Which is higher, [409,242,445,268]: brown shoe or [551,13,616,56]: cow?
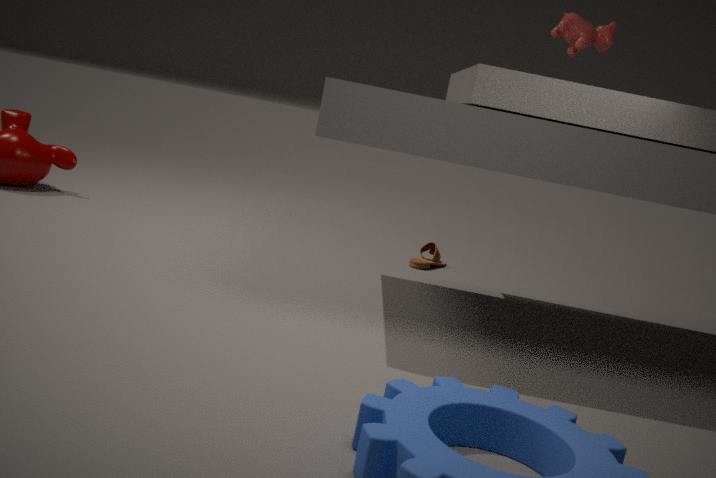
[551,13,616,56]: cow
